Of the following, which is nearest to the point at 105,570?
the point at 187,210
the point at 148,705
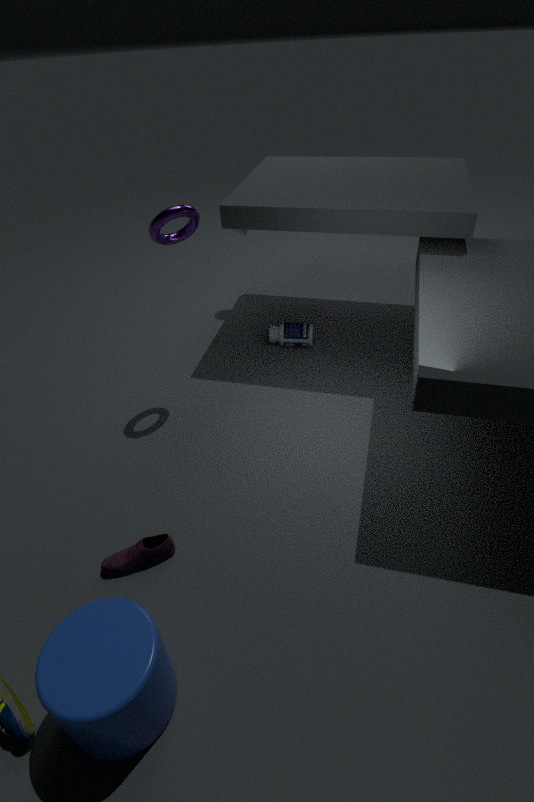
the point at 148,705
